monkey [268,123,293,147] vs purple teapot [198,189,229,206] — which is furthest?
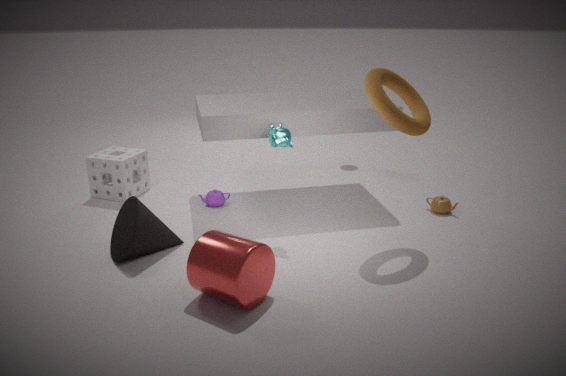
purple teapot [198,189,229,206]
